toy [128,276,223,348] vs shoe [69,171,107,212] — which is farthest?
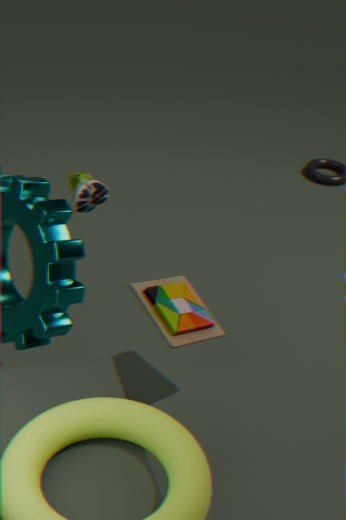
toy [128,276,223,348]
